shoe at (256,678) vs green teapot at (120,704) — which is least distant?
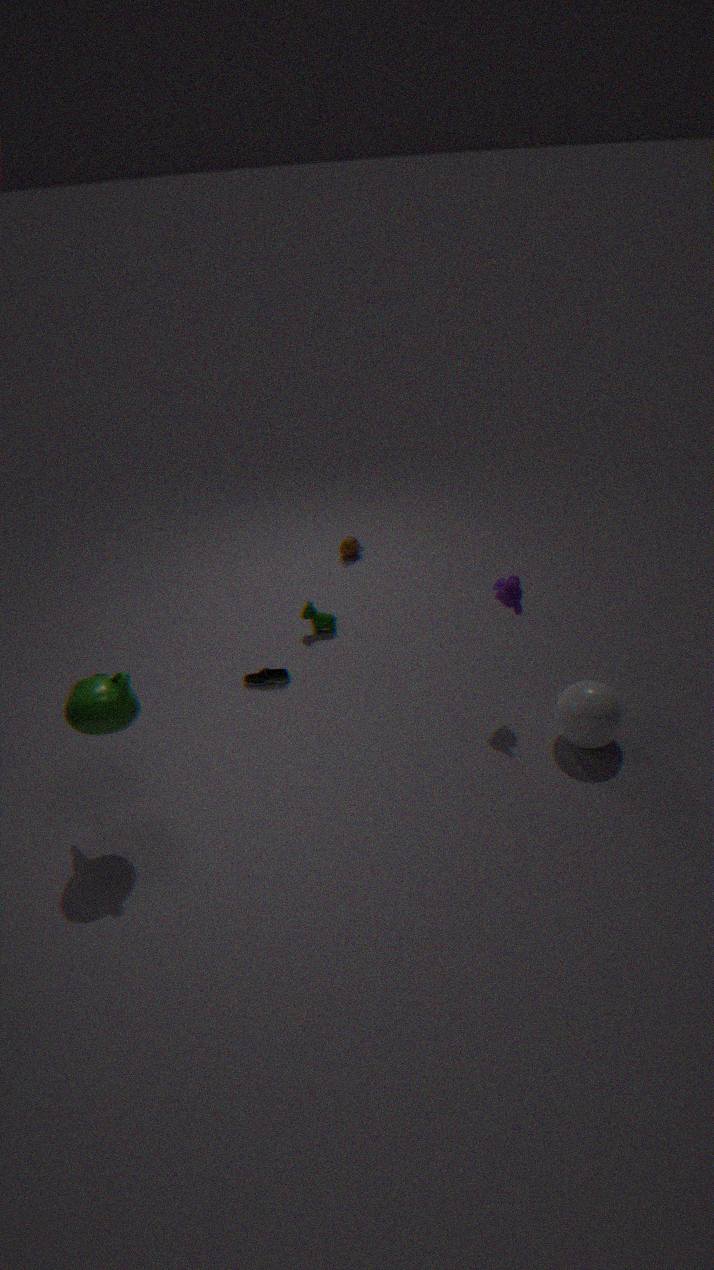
green teapot at (120,704)
